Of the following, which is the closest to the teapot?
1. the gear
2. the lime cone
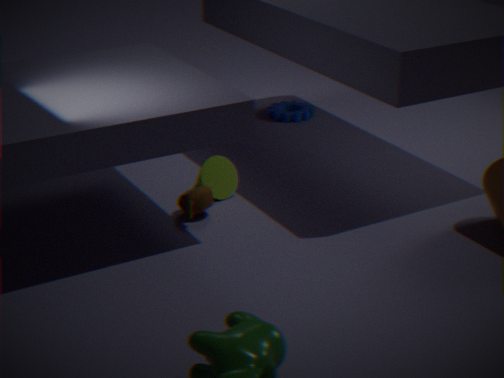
the lime cone
